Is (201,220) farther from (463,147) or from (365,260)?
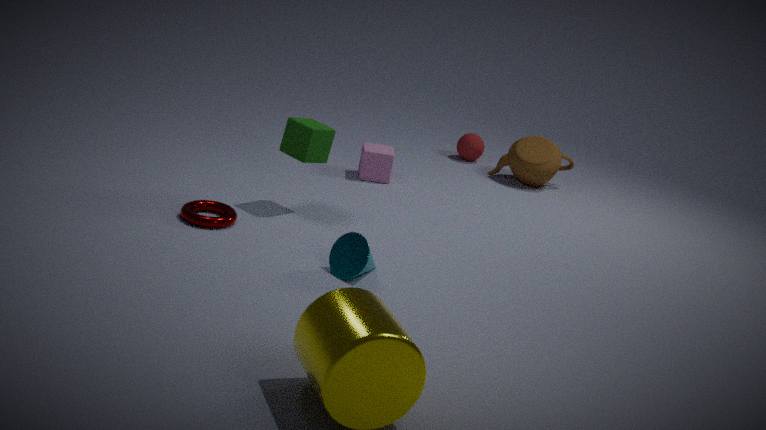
(463,147)
